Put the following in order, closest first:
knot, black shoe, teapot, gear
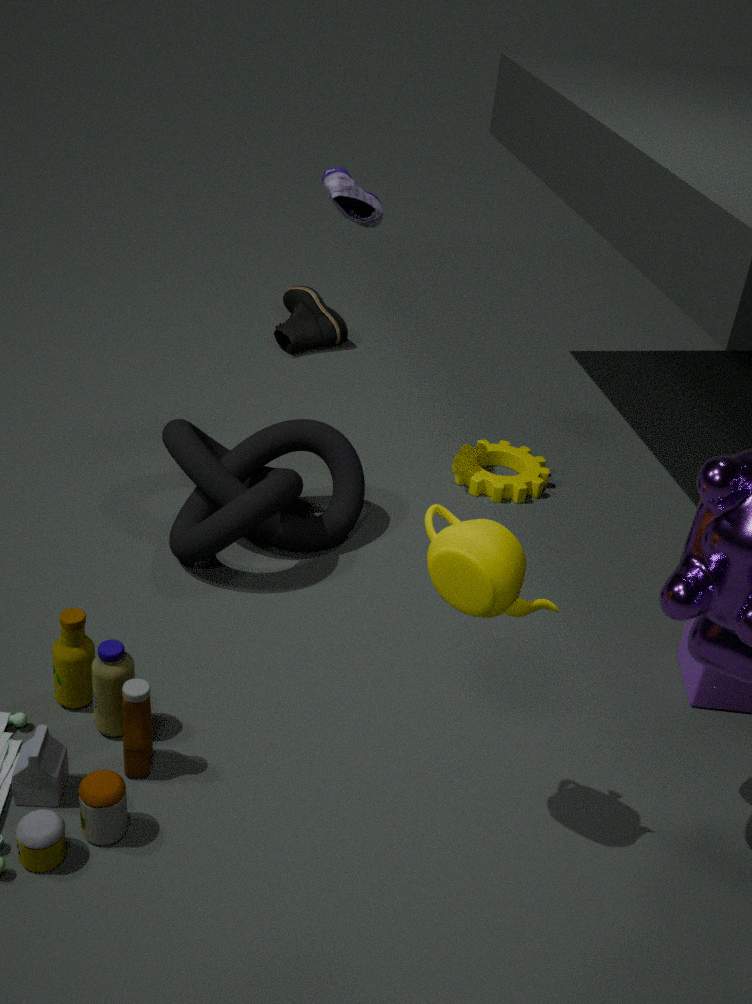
teapot, knot, gear, black shoe
